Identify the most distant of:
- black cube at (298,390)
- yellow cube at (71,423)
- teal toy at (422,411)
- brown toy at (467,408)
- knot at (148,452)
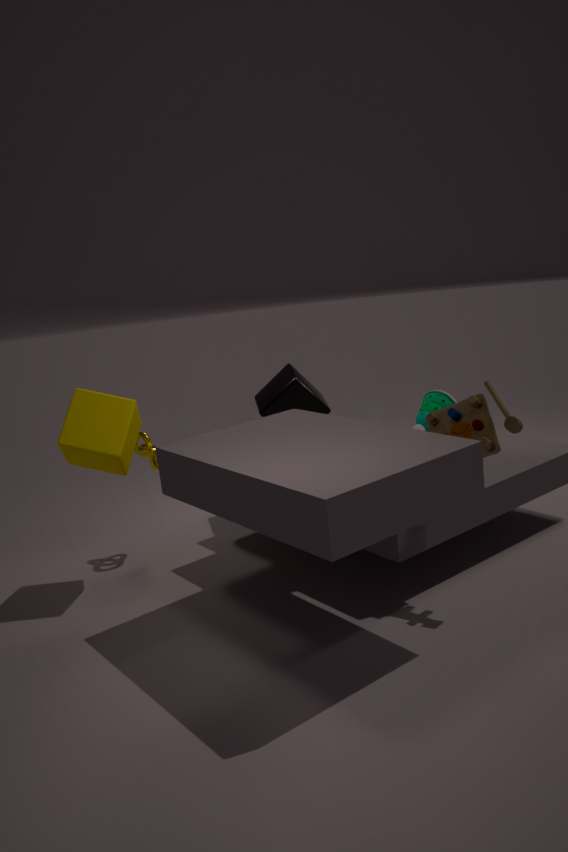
black cube at (298,390)
